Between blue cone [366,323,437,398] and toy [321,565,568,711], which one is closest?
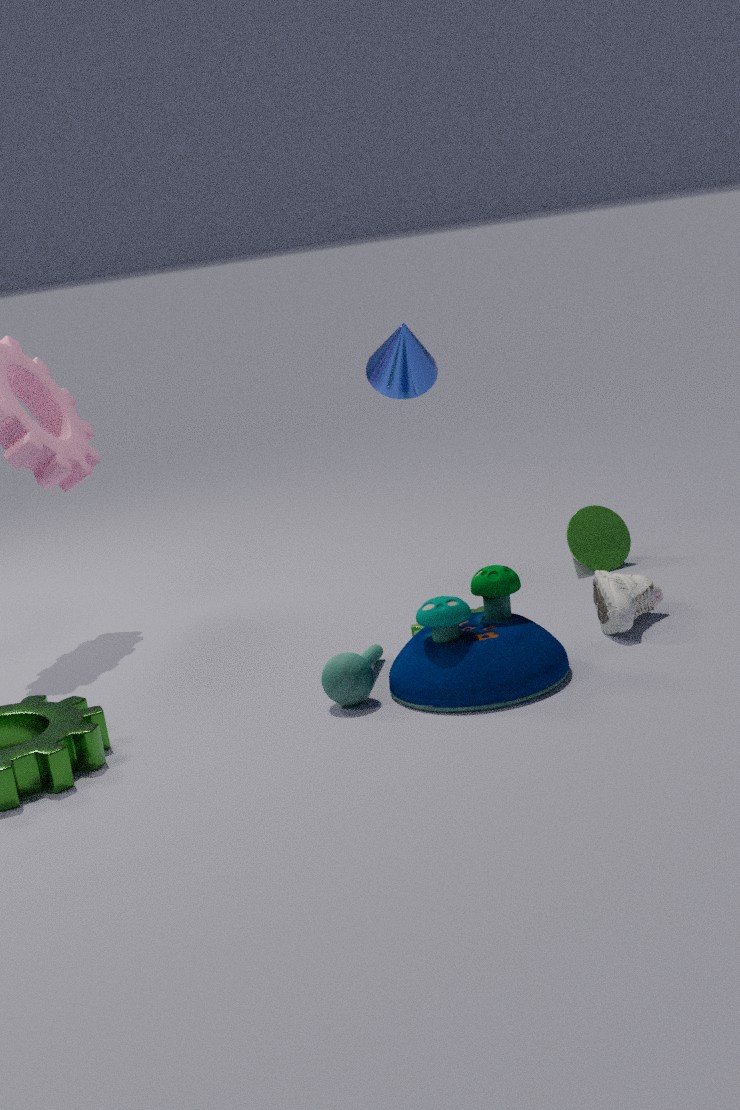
toy [321,565,568,711]
